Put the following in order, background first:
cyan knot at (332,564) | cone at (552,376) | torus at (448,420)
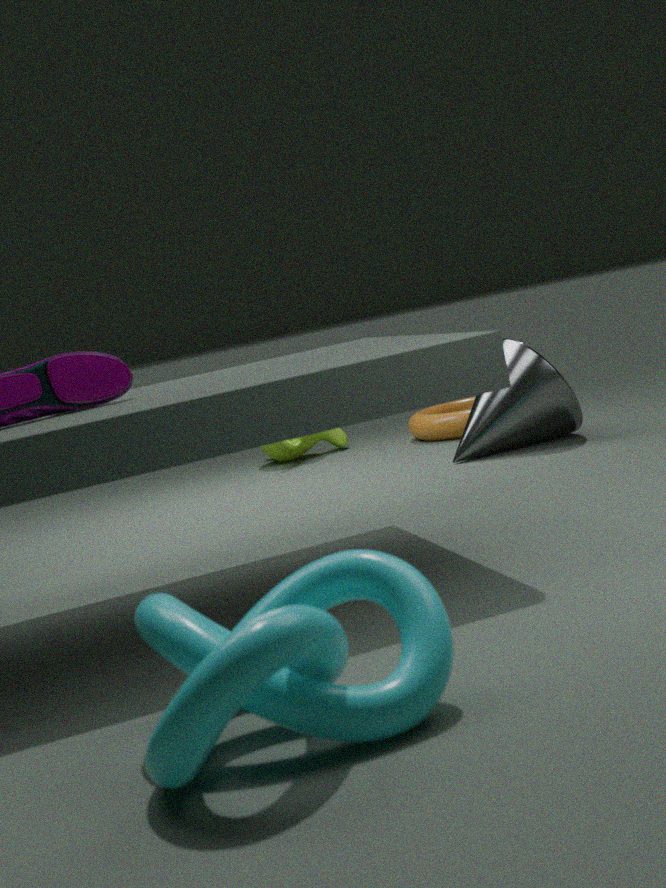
torus at (448,420)
cone at (552,376)
cyan knot at (332,564)
